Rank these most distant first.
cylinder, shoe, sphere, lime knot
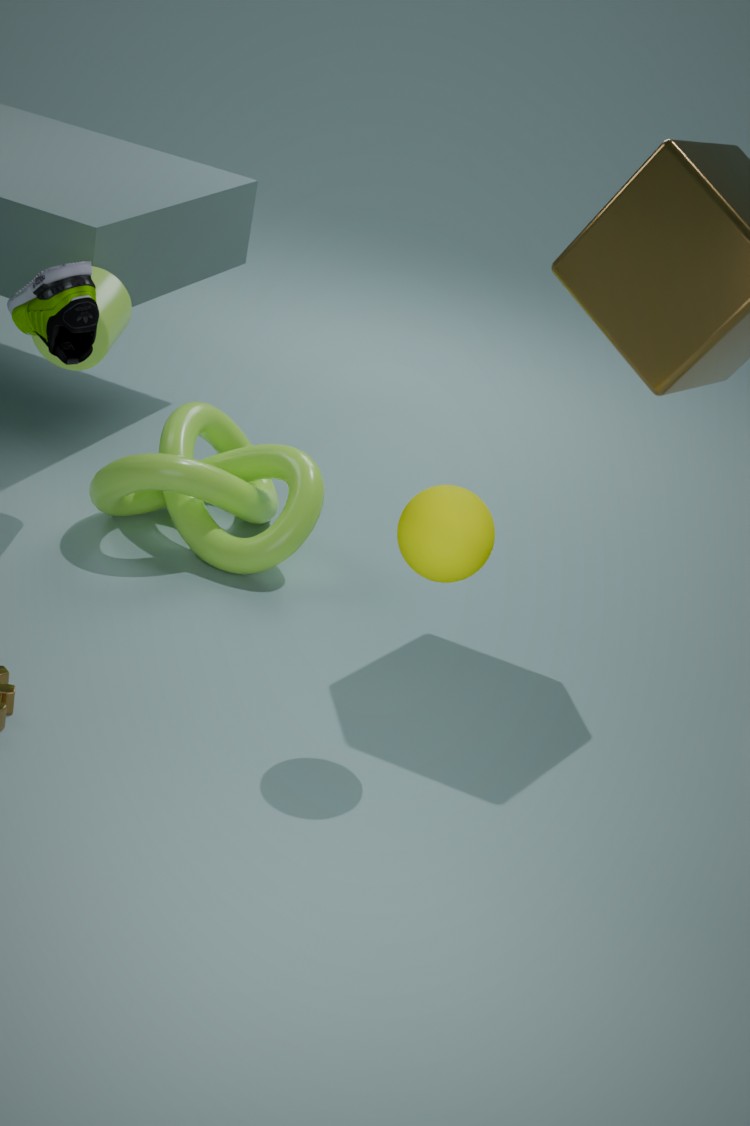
1. lime knot
2. cylinder
3. shoe
4. sphere
